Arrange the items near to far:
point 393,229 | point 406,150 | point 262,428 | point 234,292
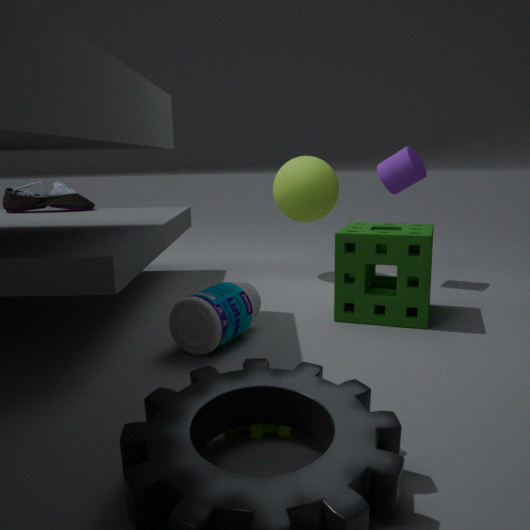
point 262,428 → point 234,292 → point 393,229 → point 406,150
